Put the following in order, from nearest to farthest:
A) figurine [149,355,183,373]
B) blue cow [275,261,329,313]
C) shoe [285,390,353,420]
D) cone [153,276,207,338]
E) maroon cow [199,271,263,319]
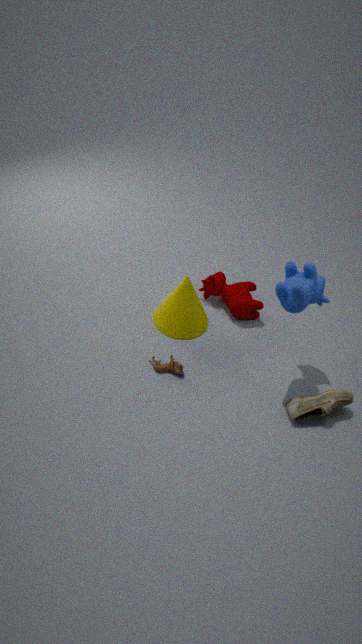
blue cow [275,261,329,313] < shoe [285,390,353,420] < figurine [149,355,183,373] < cone [153,276,207,338] < maroon cow [199,271,263,319]
